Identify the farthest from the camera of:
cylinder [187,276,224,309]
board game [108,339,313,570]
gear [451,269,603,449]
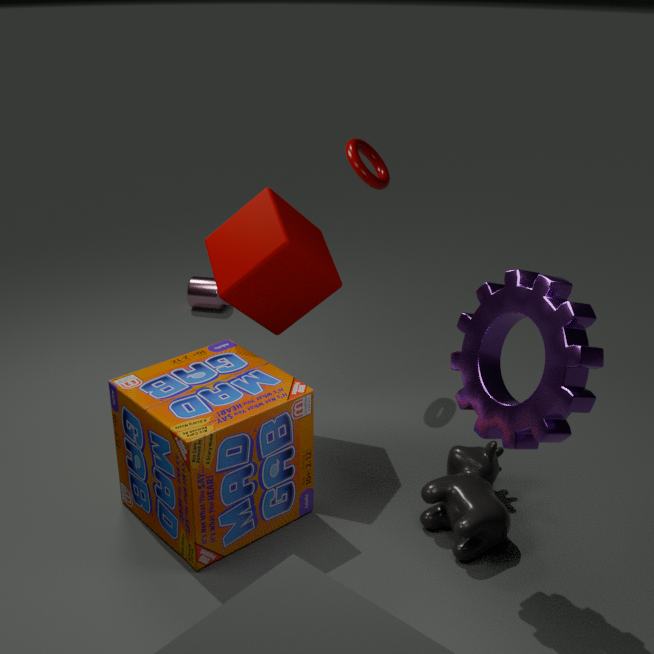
cylinder [187,276,224,309]
